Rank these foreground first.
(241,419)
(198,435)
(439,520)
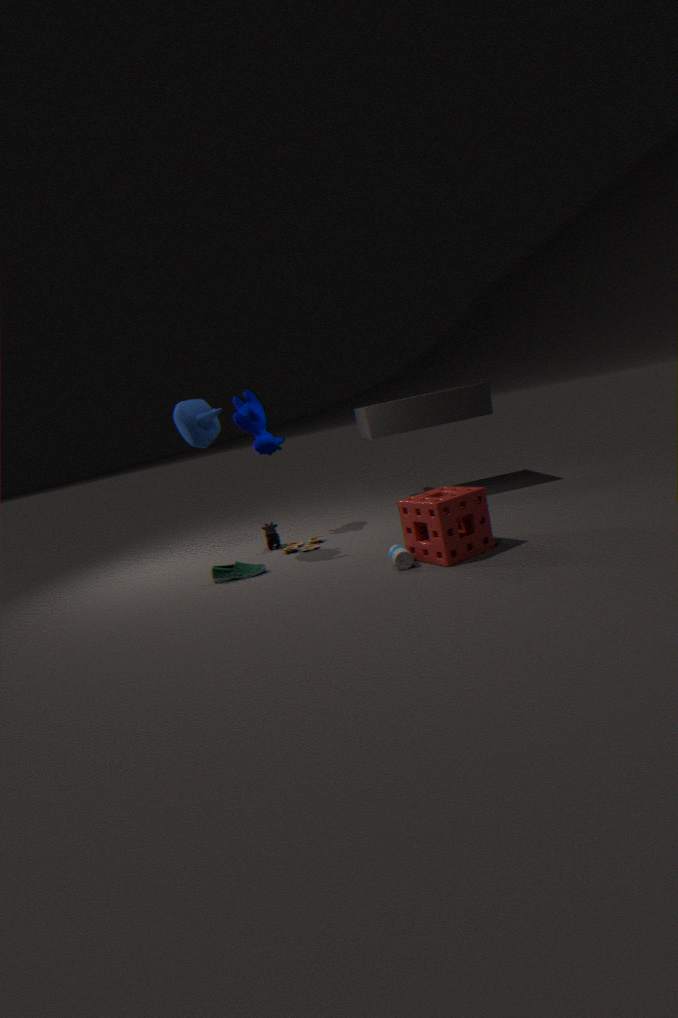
(439,520), (198,435), (241,419)
